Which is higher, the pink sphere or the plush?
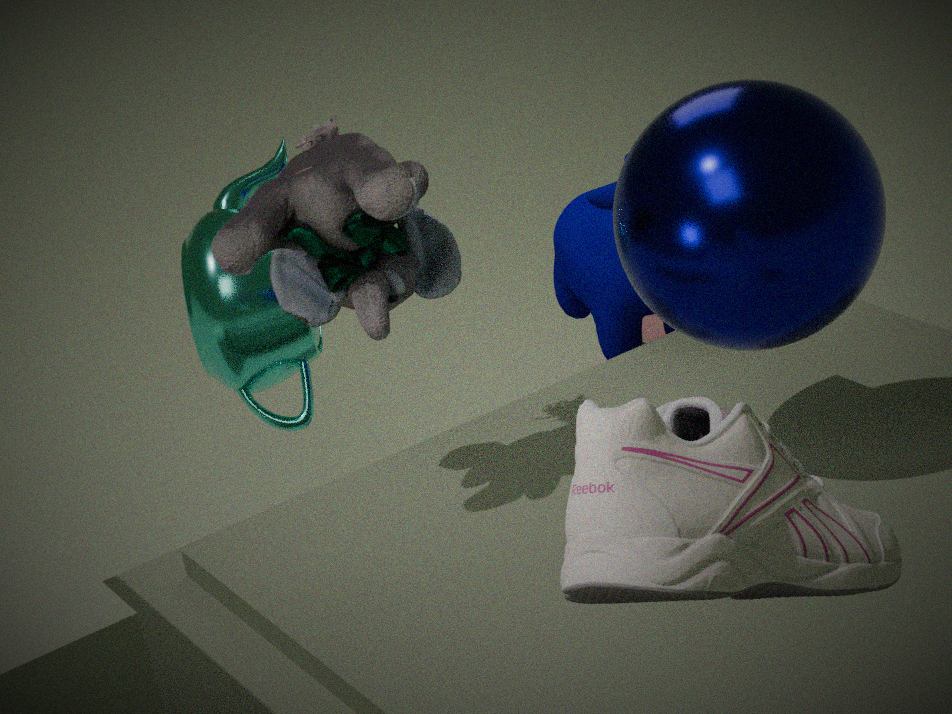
the plush
